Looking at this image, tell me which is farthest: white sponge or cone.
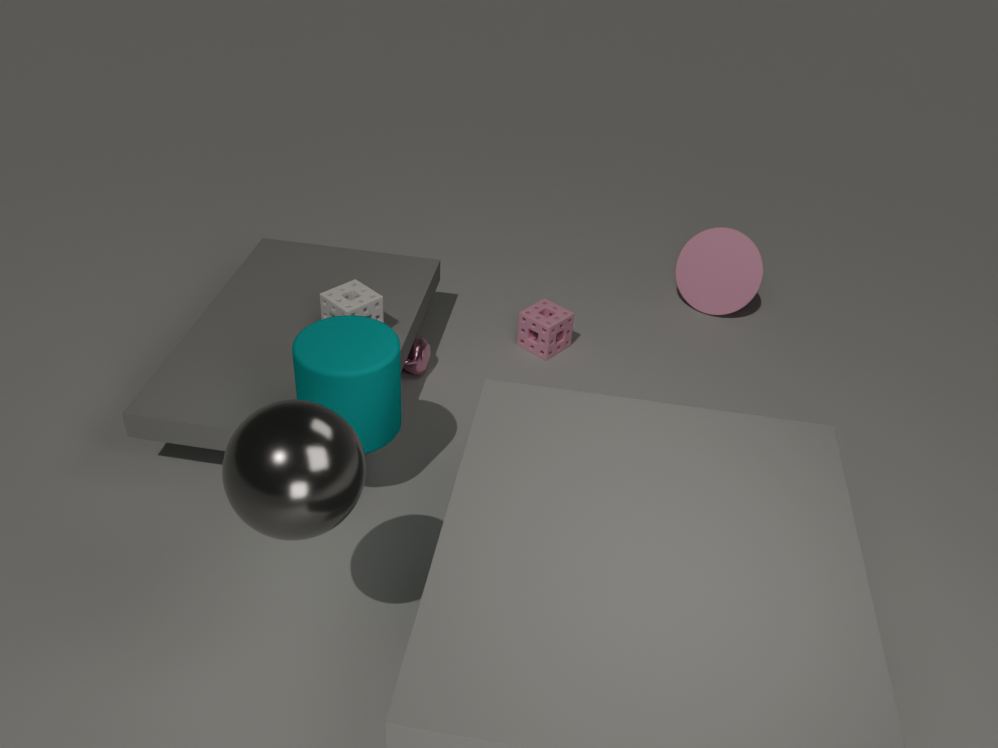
cone
